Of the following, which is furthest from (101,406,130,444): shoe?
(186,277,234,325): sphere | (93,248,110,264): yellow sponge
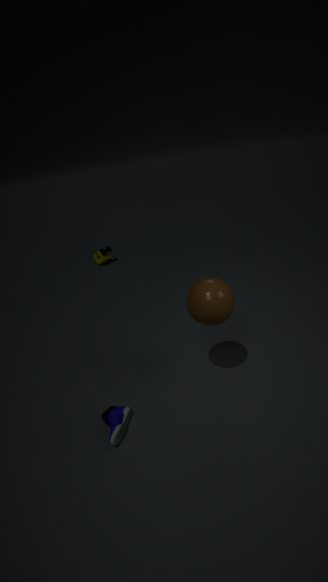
(93,248,110,264): yellow sponge
